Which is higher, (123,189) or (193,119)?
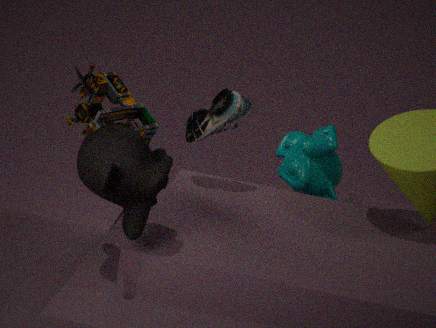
(193,119)
